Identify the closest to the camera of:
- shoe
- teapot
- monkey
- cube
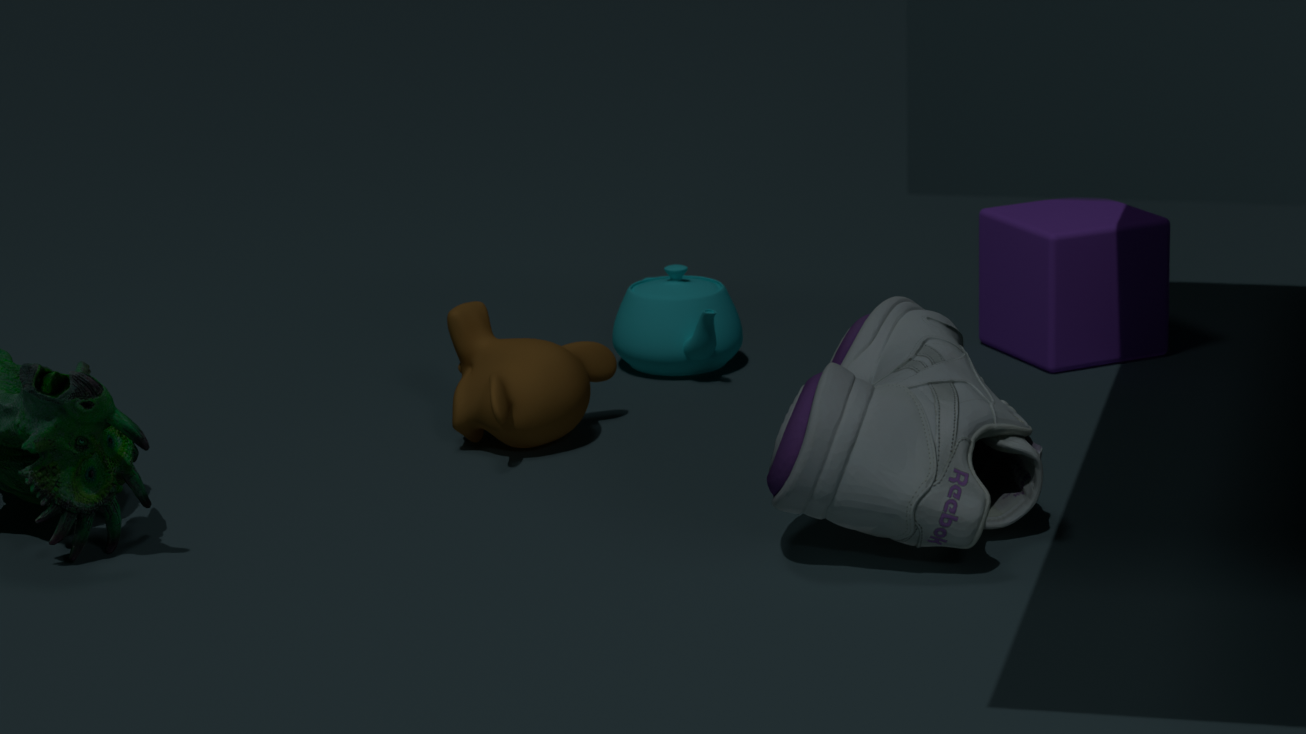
shoe
